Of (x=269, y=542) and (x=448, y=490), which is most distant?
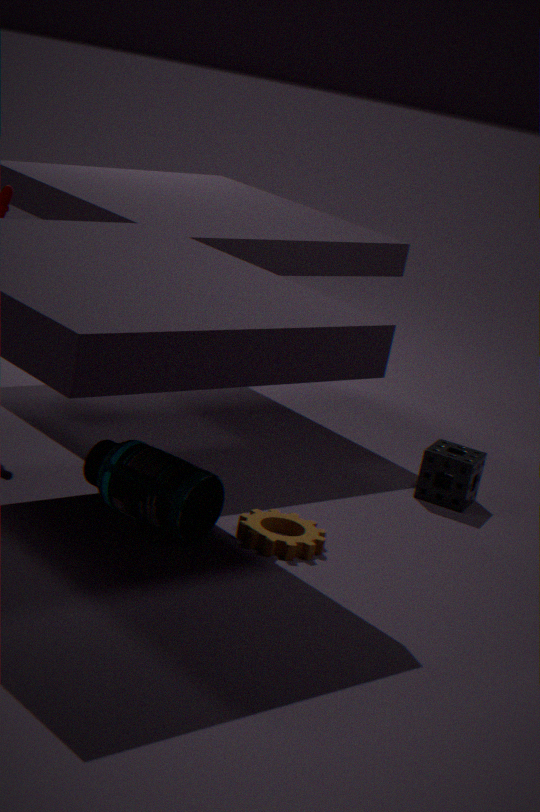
(x=448, y=490)
